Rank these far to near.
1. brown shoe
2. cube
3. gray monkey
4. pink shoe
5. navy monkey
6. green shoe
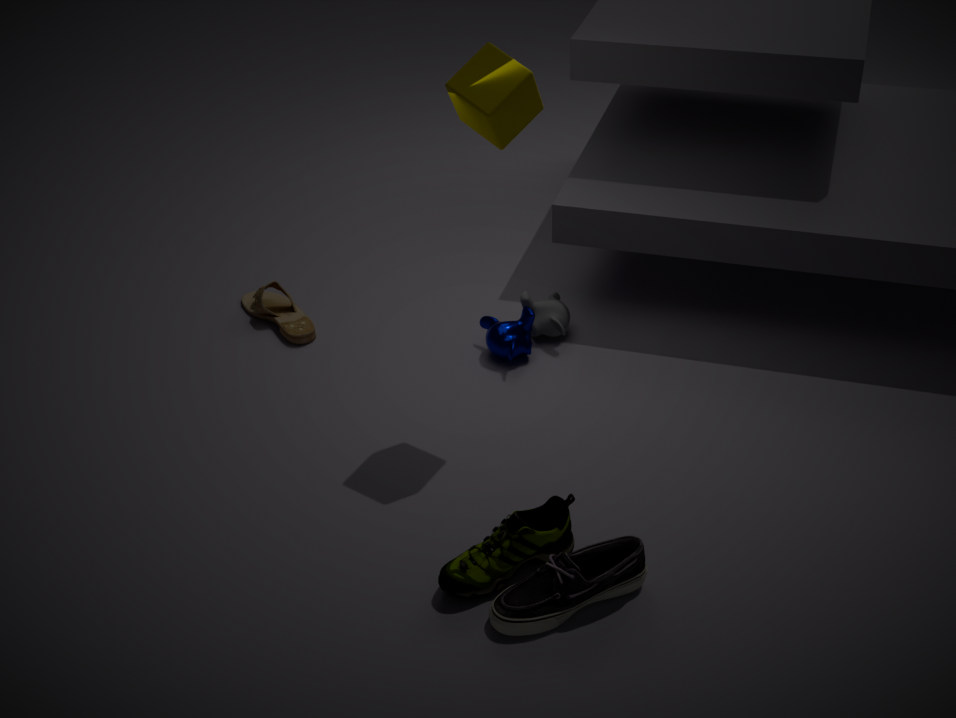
brown shoe, gray monkey, navy monkey, cube, green shoe, pink shoe
